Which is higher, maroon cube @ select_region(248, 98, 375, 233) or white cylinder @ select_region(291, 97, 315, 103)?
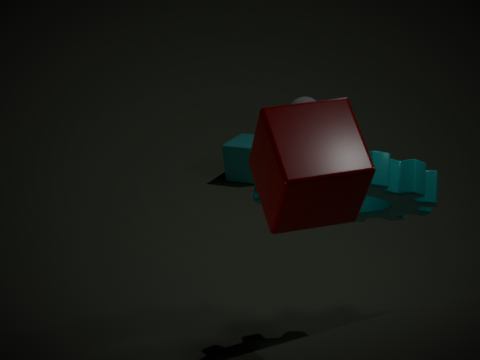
maroon cube @ select_region(248, 98, 375, 233)
